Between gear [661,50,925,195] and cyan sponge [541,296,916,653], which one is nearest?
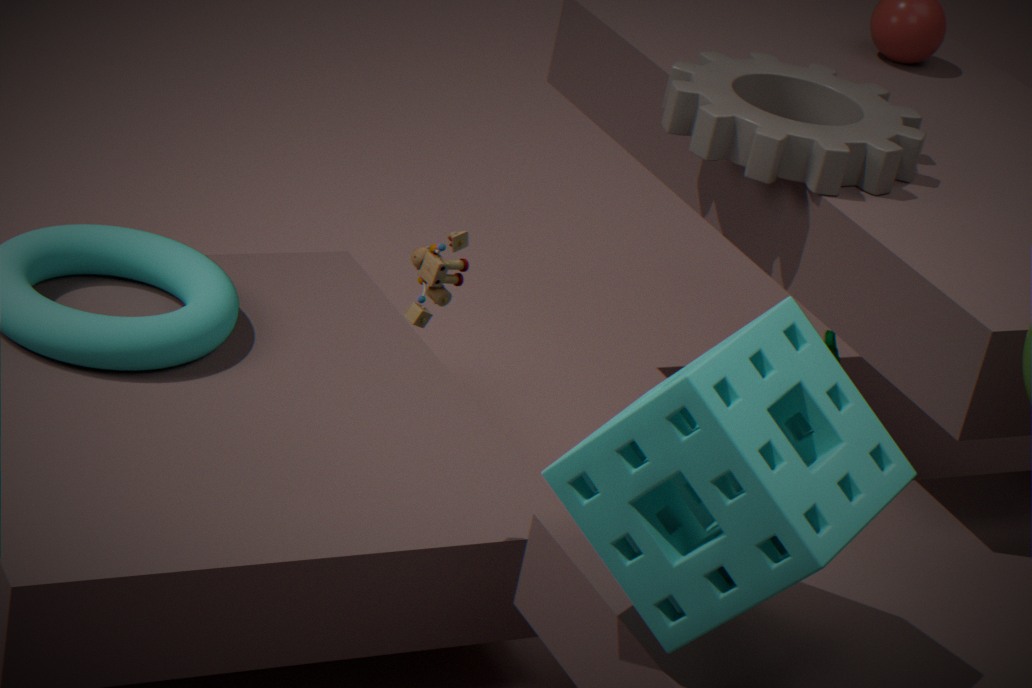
cyan sponge [541,296,916,653]
